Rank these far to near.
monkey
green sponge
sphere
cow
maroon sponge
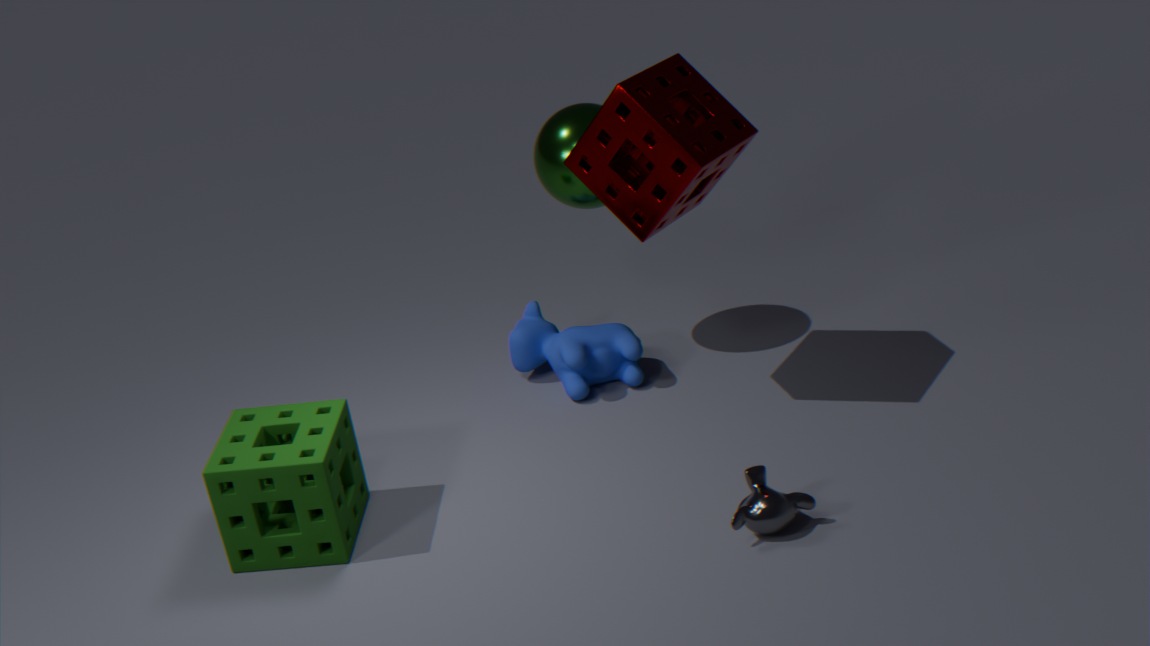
1. cow
2. sphere
3. maroon sponge
4. green sponge
5. monkey
